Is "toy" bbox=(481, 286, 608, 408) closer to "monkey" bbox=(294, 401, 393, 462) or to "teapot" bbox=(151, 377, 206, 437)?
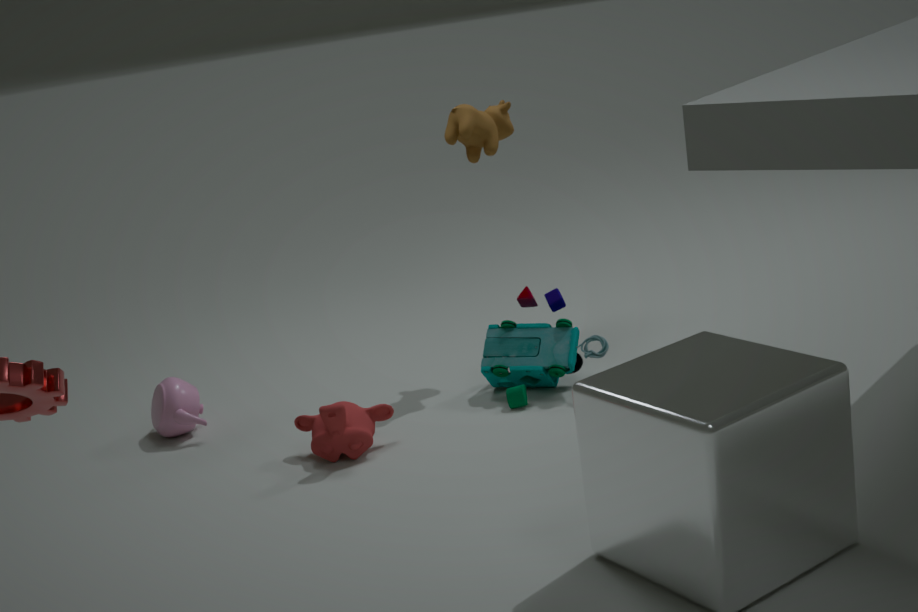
"monkey" bbox=(294, 401, 393, 462)
